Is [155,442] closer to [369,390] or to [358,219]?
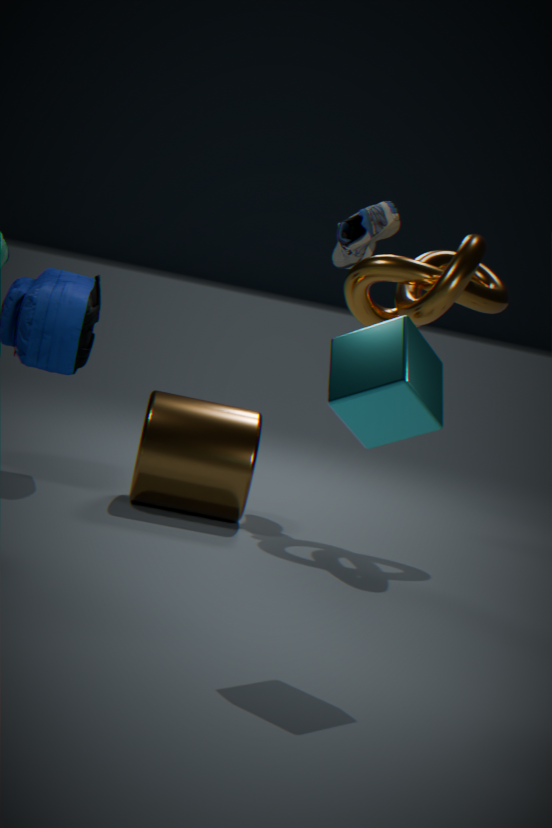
[358,219]
